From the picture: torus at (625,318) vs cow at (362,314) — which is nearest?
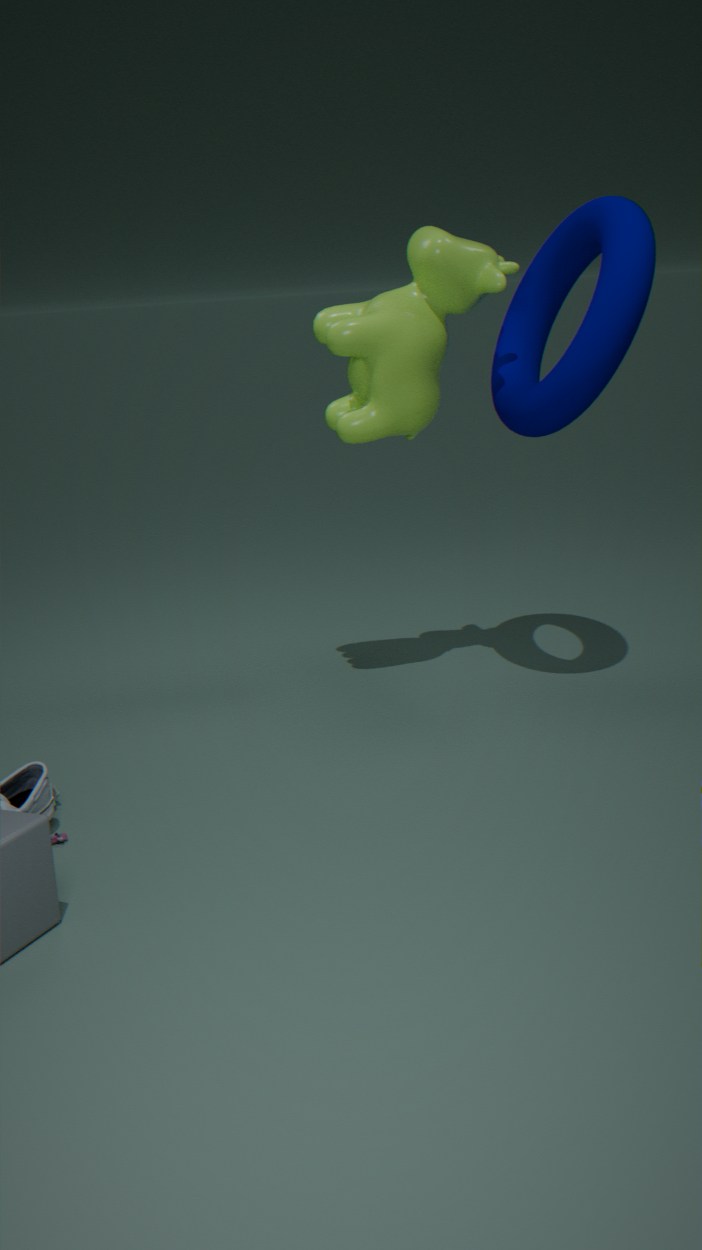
torus at (625,318)
